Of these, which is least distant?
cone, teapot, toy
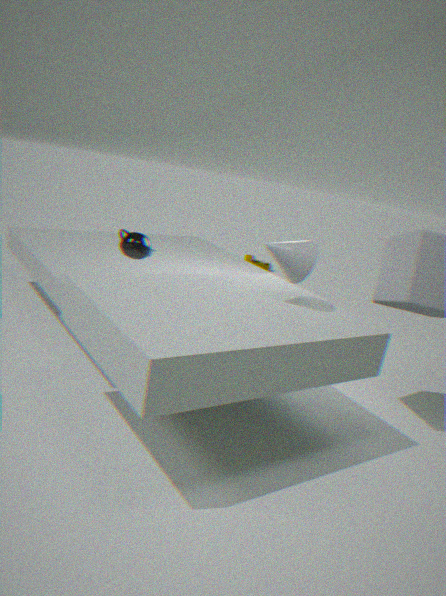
cone
